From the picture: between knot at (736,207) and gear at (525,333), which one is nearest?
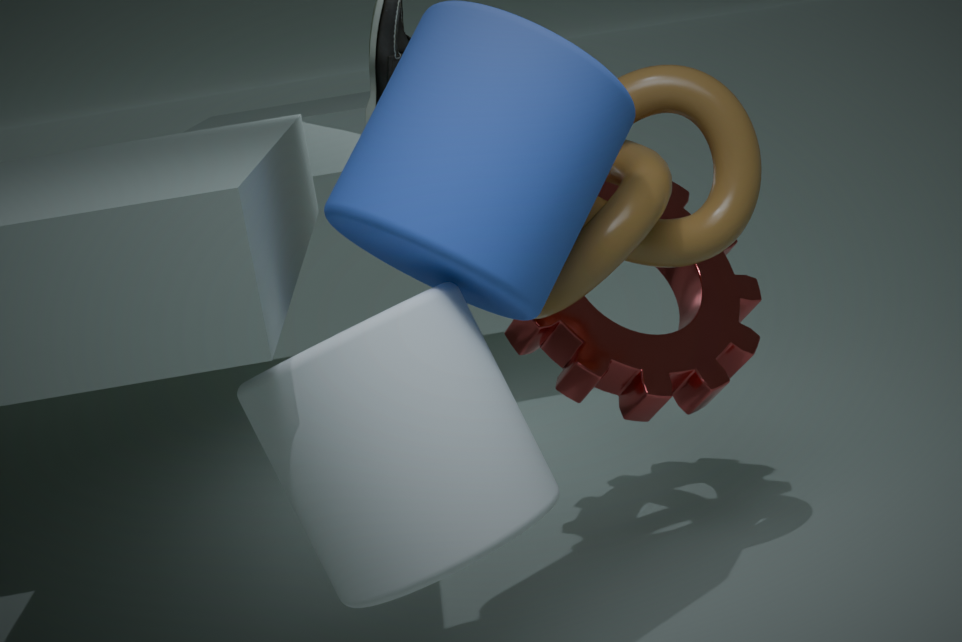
knot at (736,207)
